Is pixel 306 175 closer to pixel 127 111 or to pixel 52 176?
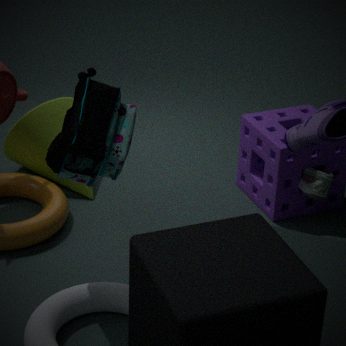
pixel 52 176
